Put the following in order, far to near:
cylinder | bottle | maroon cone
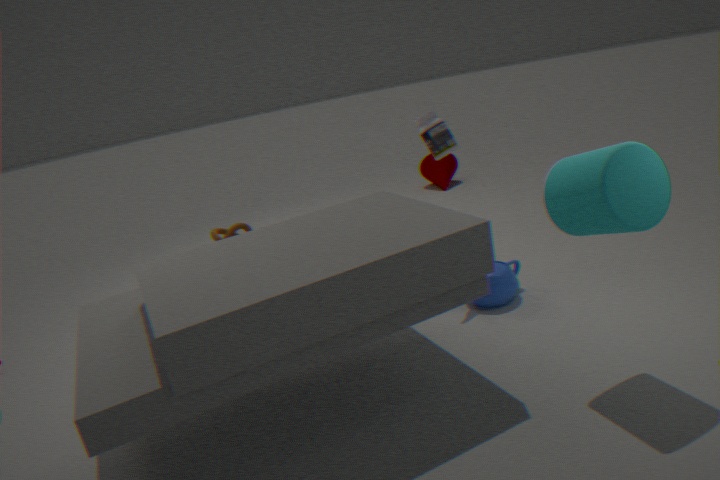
maroon cone, bottle, cylinder
